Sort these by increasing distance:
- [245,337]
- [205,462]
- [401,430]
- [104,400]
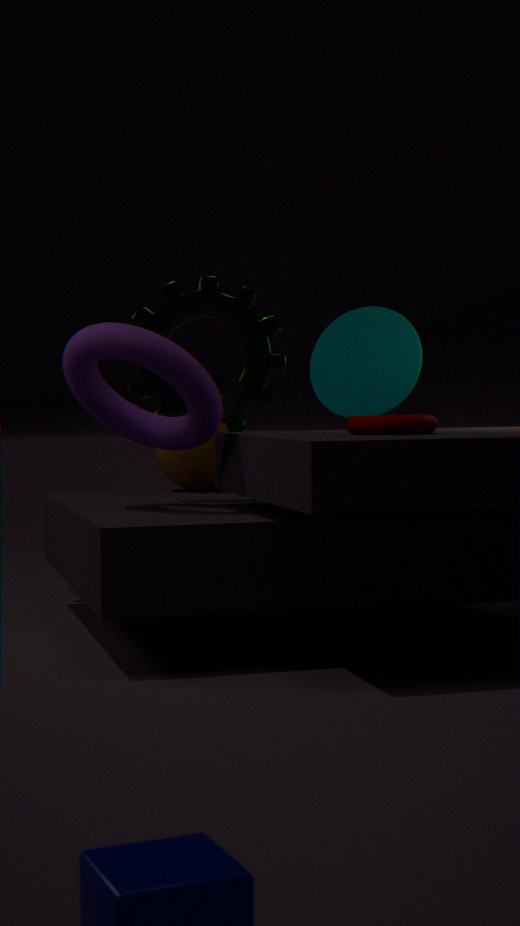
1. [401,430]
2. [104,400]
3. [245,337]
4. [205,462]
